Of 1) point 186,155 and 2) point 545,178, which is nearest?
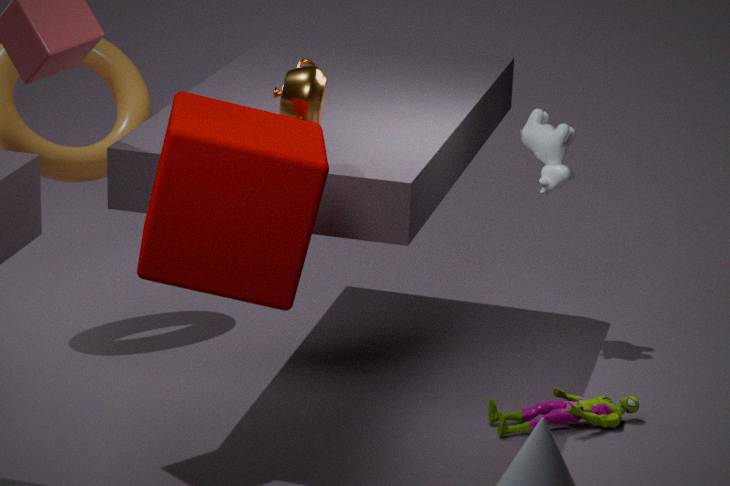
1. point 186,155
